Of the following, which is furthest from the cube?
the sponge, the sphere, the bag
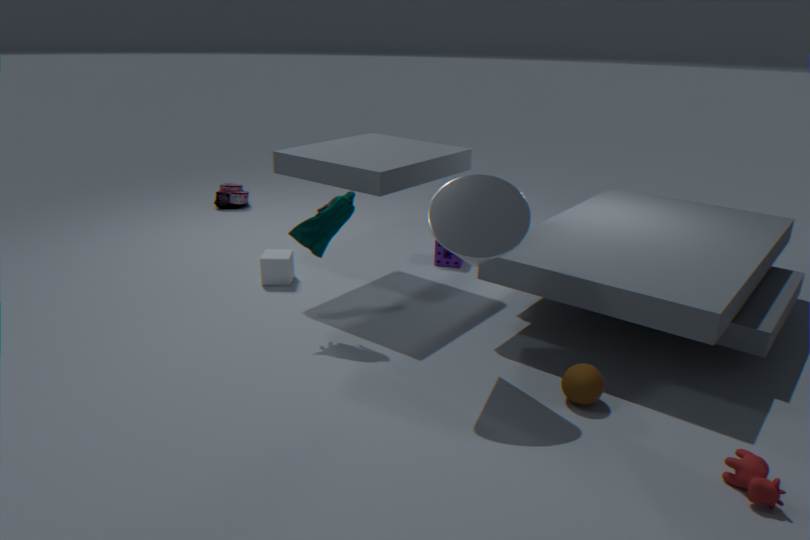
the sphere
